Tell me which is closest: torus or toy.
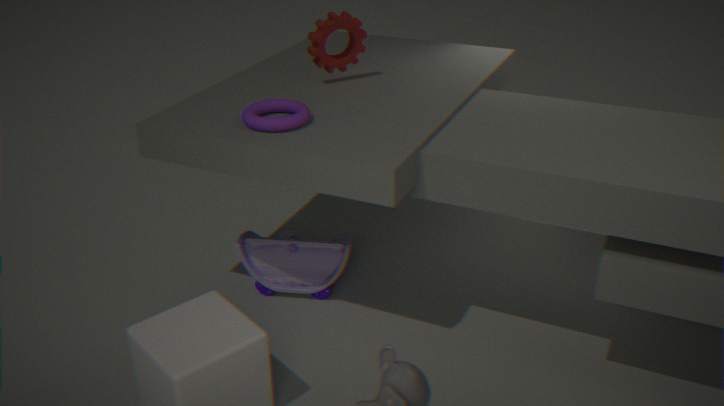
torus
